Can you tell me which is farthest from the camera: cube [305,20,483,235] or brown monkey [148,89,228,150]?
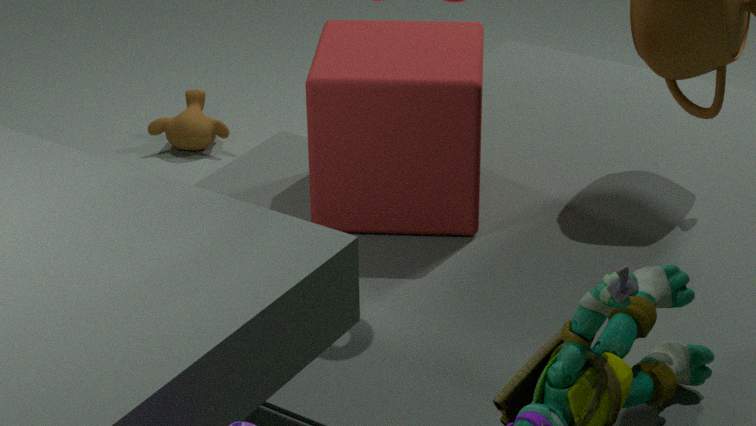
brown monkey [148,89,228,150]
